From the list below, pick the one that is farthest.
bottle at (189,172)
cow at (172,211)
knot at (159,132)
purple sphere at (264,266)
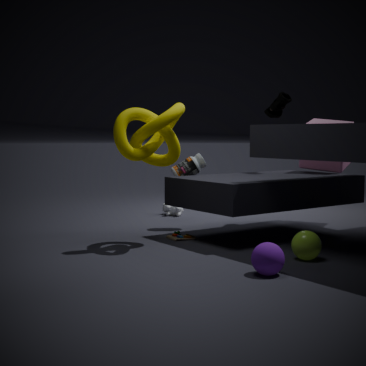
cow at (172,211)
